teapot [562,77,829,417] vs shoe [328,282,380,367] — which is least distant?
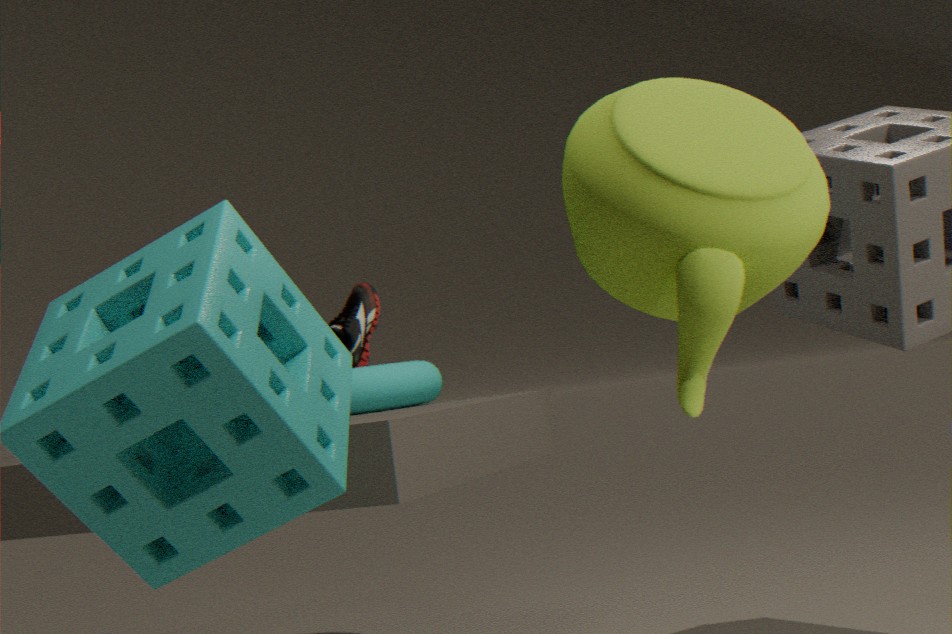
teapot [562,77,829,417]
